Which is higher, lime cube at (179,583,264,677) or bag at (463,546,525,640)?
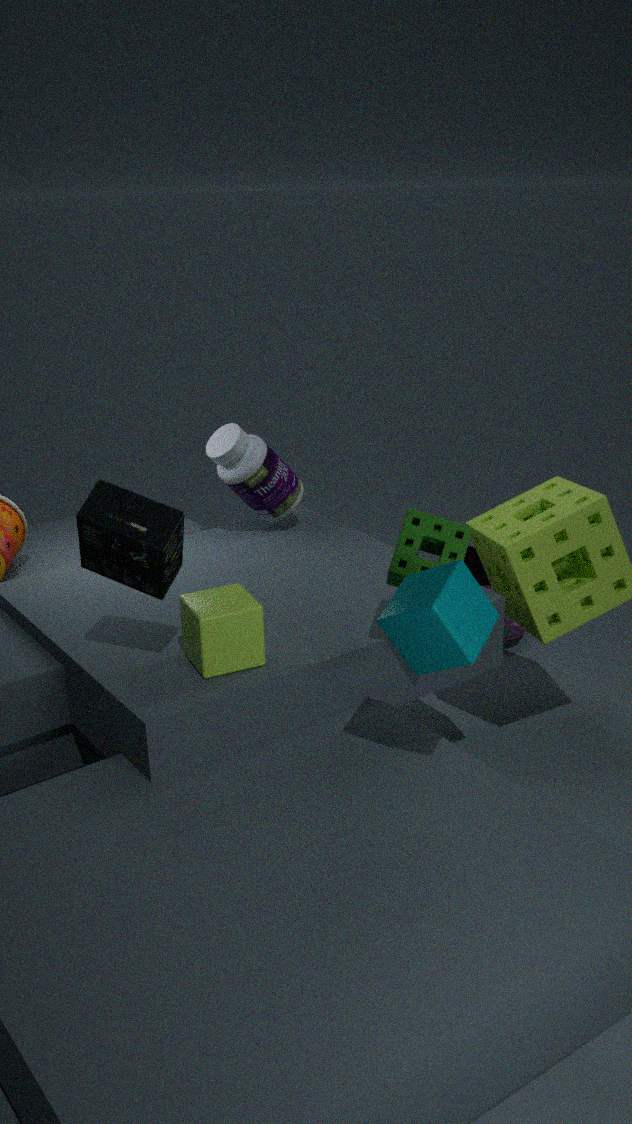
lime cube at (179,583,264,677)
